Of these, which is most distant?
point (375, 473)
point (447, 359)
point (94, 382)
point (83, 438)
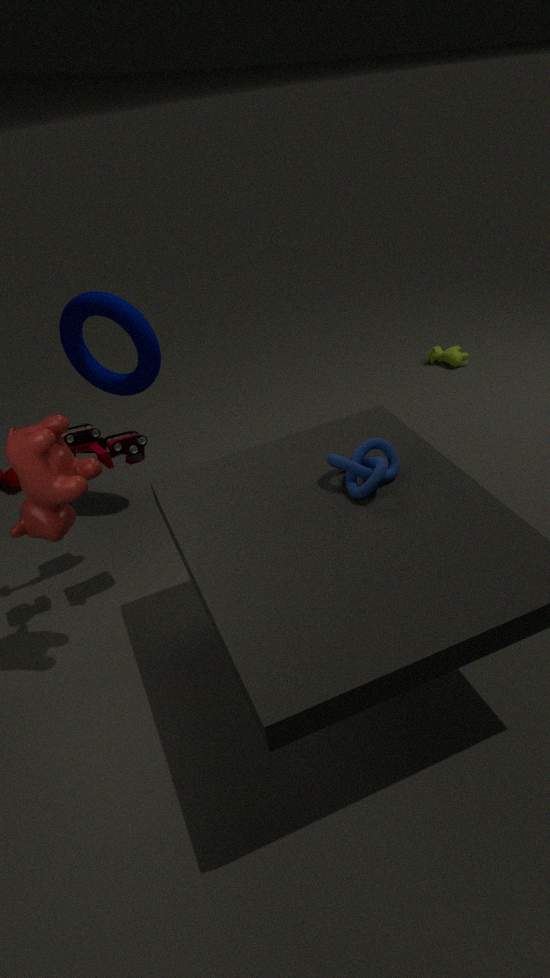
point (447, 359)
